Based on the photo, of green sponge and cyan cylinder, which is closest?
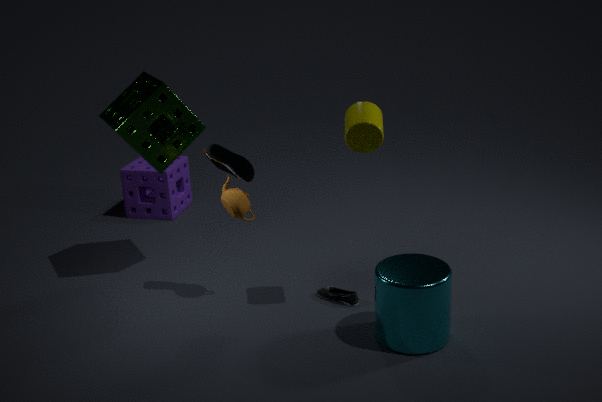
cyan cylinder
